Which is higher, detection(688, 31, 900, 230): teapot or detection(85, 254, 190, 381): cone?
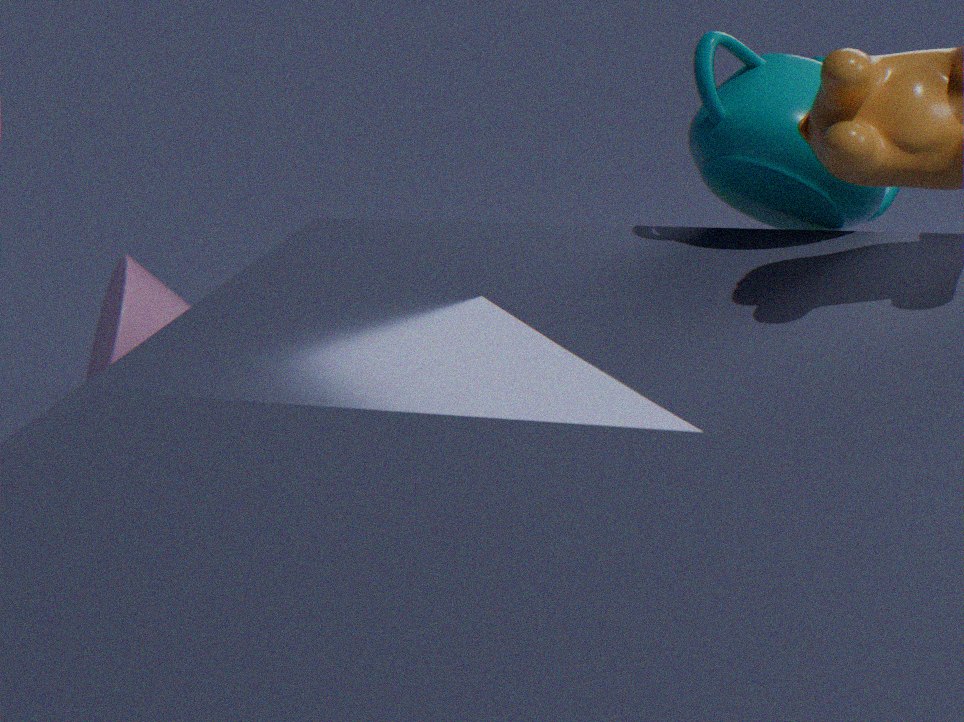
detection(688, 31, 900, 230): teapot
